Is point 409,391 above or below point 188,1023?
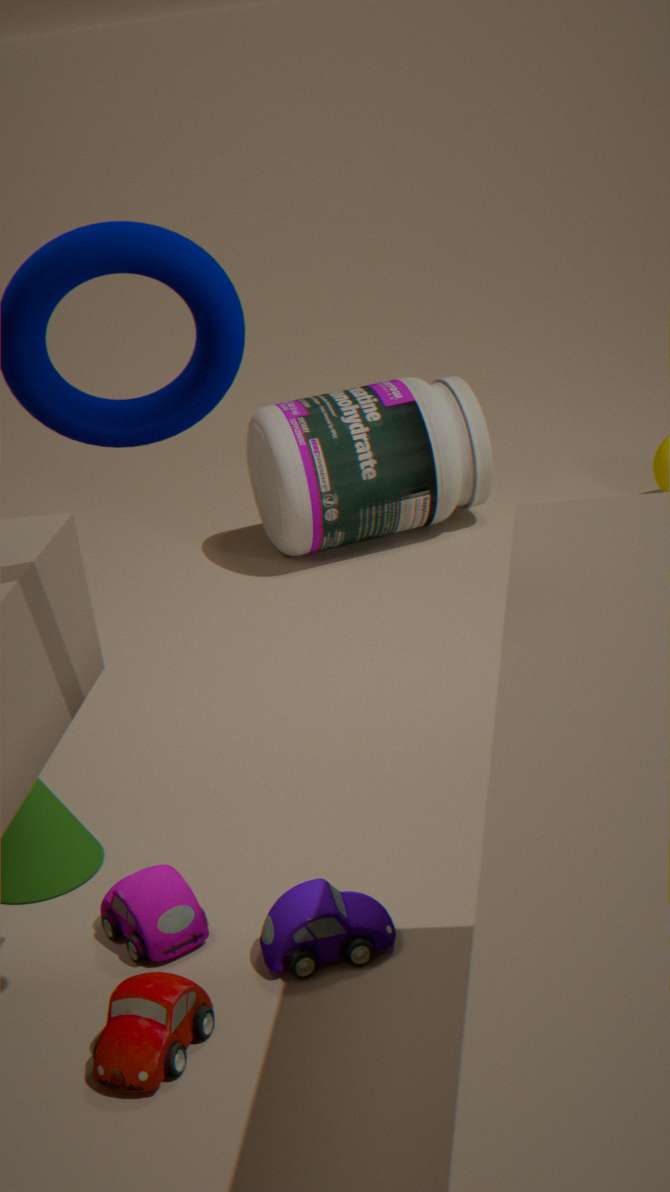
above
